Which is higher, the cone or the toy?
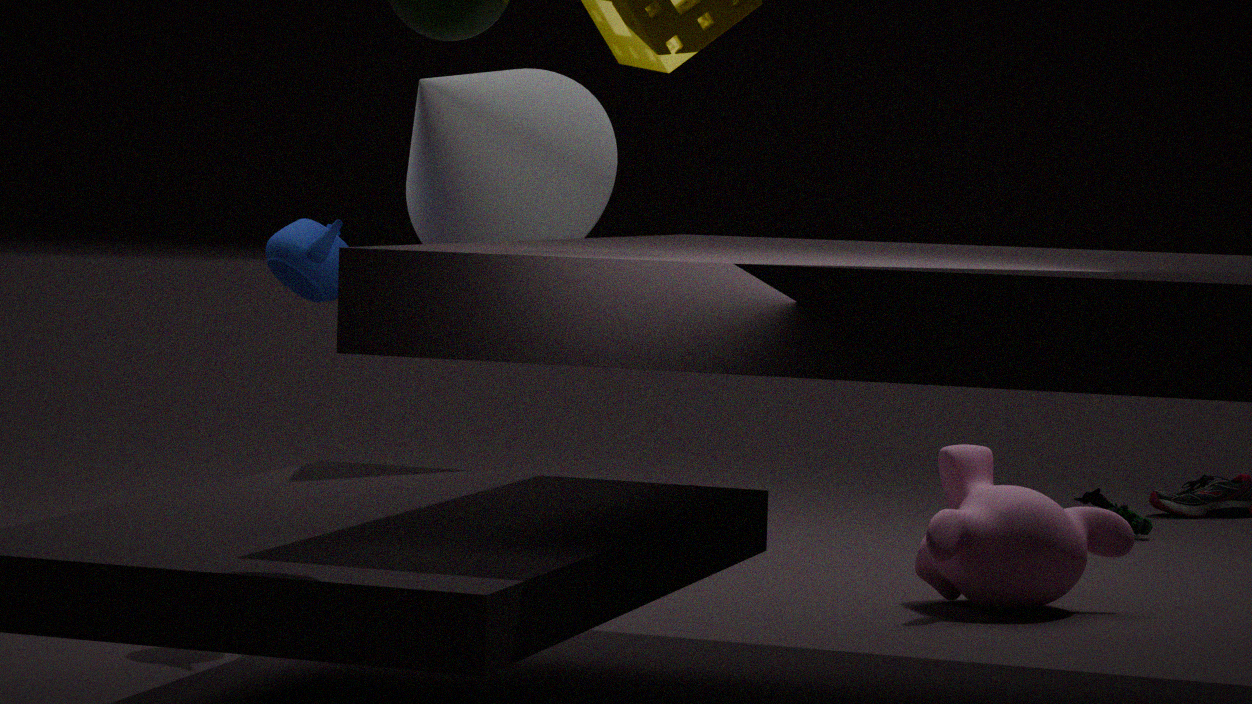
the cone
